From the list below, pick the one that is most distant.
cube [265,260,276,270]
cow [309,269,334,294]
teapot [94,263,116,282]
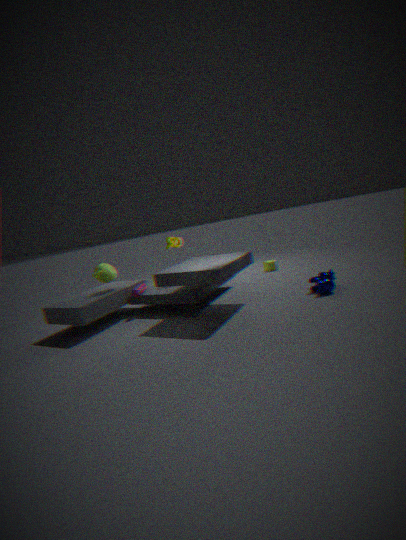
cube [265,260,276,270]
